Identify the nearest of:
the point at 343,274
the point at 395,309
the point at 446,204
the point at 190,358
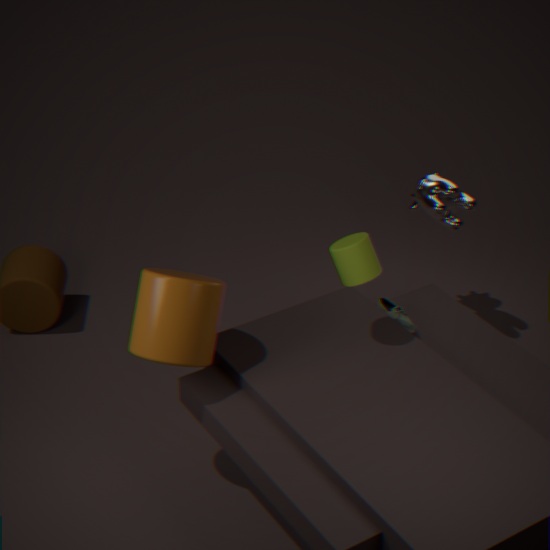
the point at 190,358
